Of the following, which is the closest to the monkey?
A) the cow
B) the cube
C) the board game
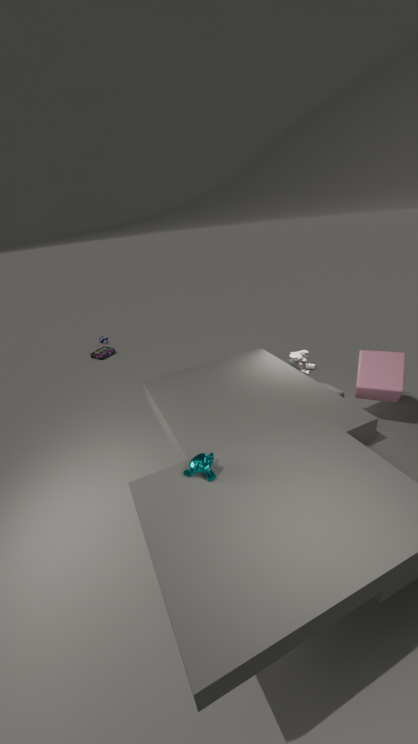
the cube
